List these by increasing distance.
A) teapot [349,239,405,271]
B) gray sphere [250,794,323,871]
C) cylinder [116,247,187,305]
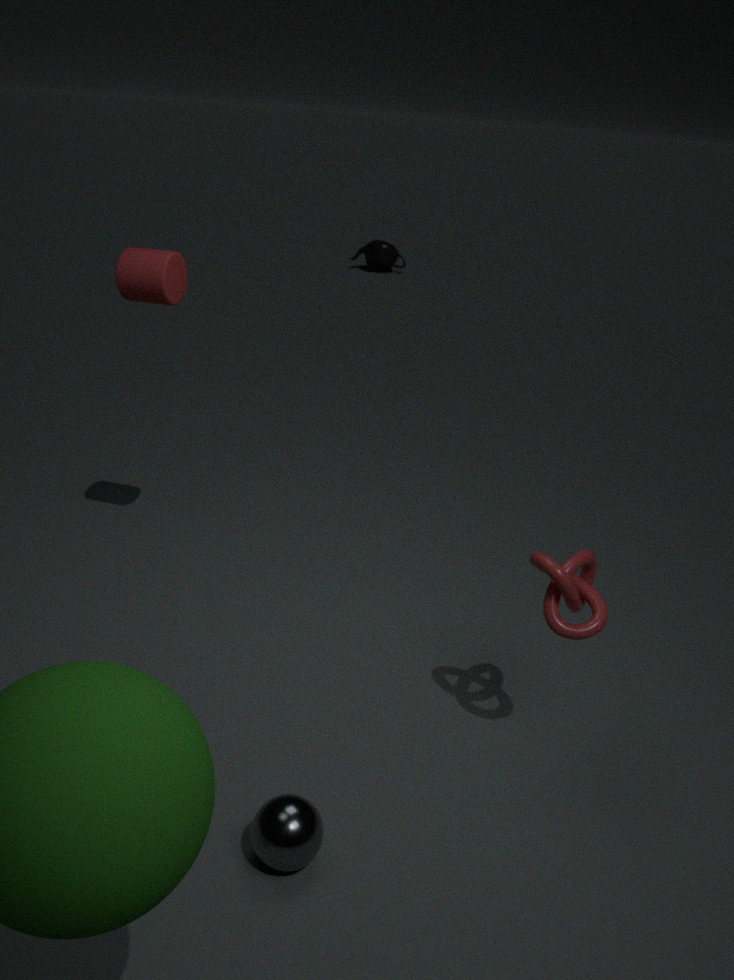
gray sphere [250,794,323,871] → cylinder [116,247,187,305] → teapot [349,239,405,271]
